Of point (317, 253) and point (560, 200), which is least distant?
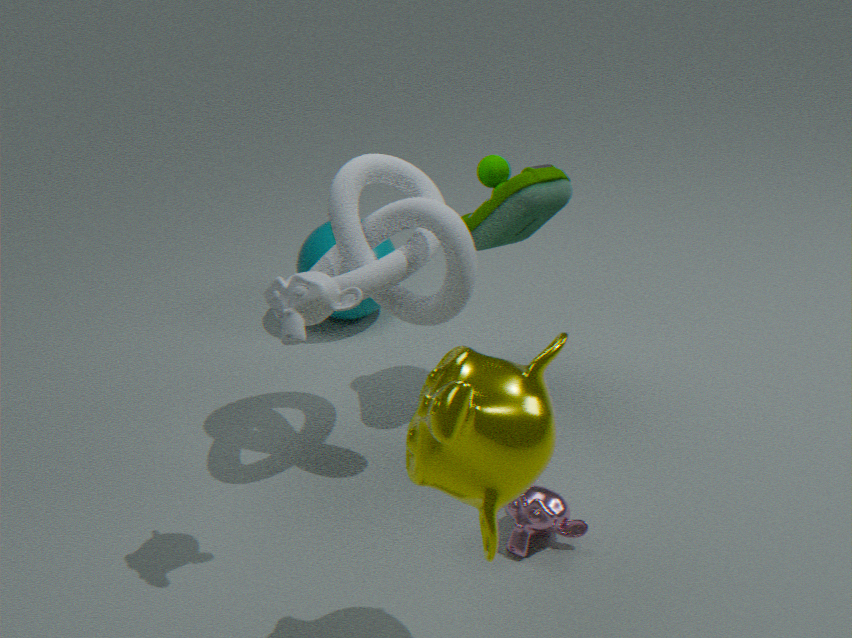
point (560, 200)
